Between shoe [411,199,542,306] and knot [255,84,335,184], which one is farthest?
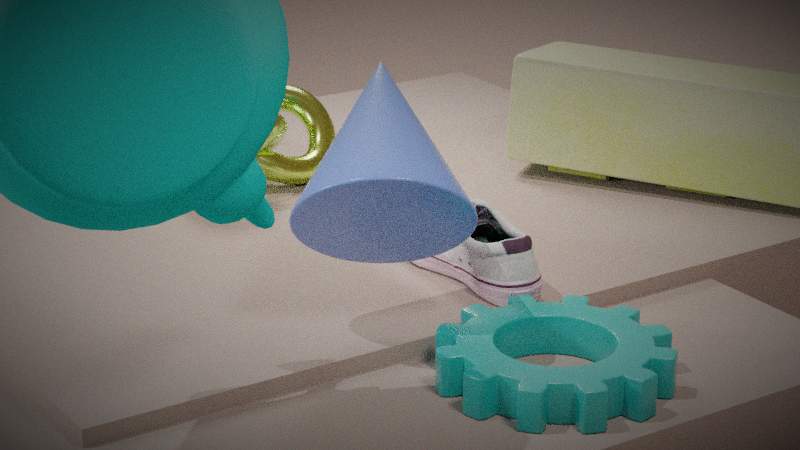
knot [255,84,335,184]
